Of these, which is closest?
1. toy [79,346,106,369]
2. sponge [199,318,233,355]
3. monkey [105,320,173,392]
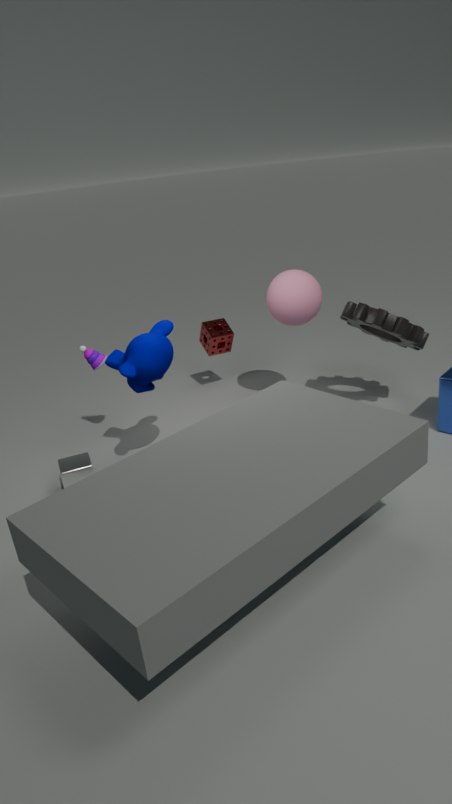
monkey [105,320,173,392]
